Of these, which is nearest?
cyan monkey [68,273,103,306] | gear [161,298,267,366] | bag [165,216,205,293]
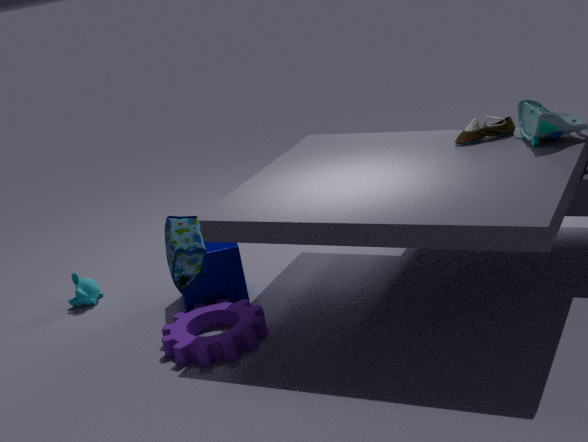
bag [165,216,205,293]
